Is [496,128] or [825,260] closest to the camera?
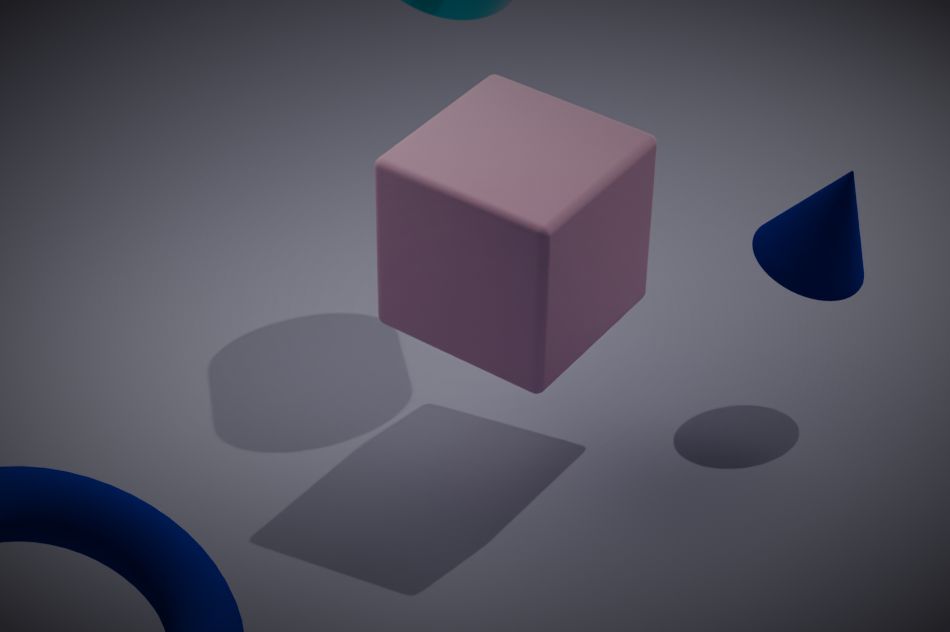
[496,128]
